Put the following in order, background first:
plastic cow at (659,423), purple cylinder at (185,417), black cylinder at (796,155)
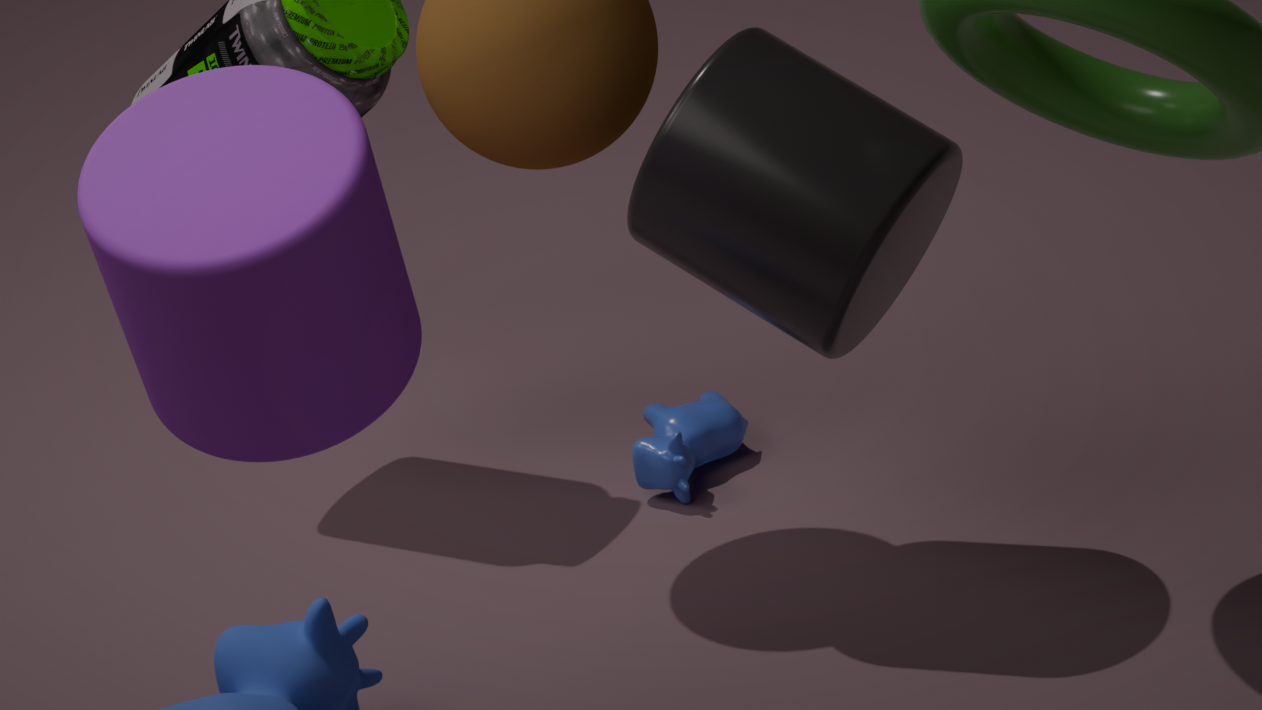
plastic cow at (659,423) < black cylinder at (796,155) < purple cylinder at (185,417)
